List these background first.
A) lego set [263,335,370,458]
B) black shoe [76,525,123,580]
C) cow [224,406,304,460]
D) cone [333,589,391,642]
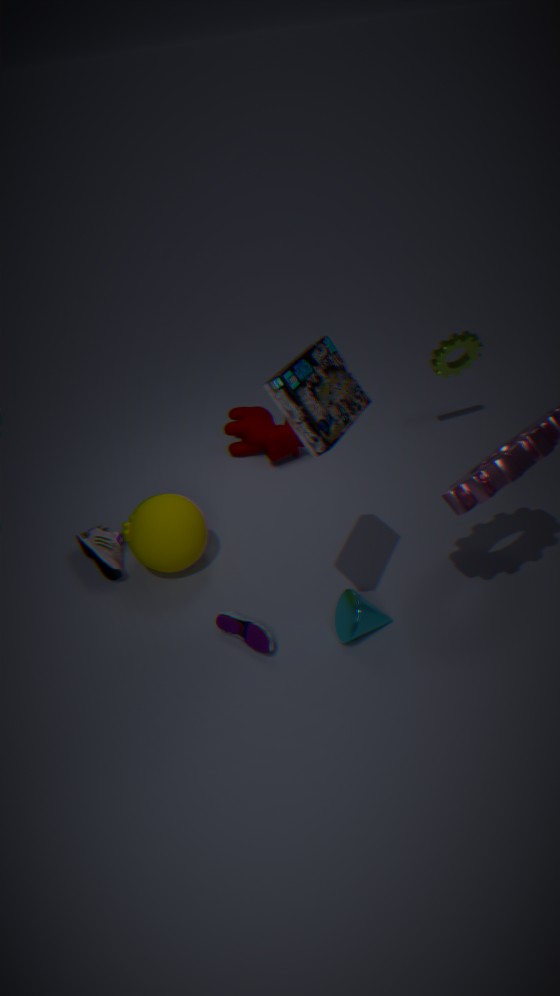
cow [224,406,304,460]
black shoe [76,525,123,580]
cone [333,589,391,642]
lego set [263,335,370,458]
